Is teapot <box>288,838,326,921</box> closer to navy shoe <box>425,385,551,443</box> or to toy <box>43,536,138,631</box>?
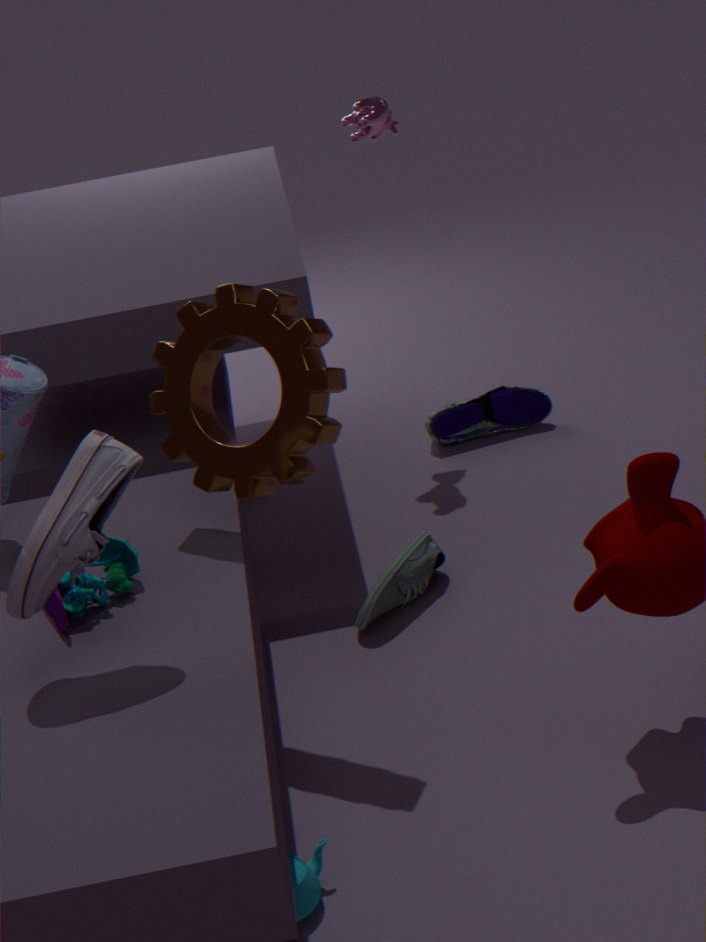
toy <box>43,536,138,631</box>
